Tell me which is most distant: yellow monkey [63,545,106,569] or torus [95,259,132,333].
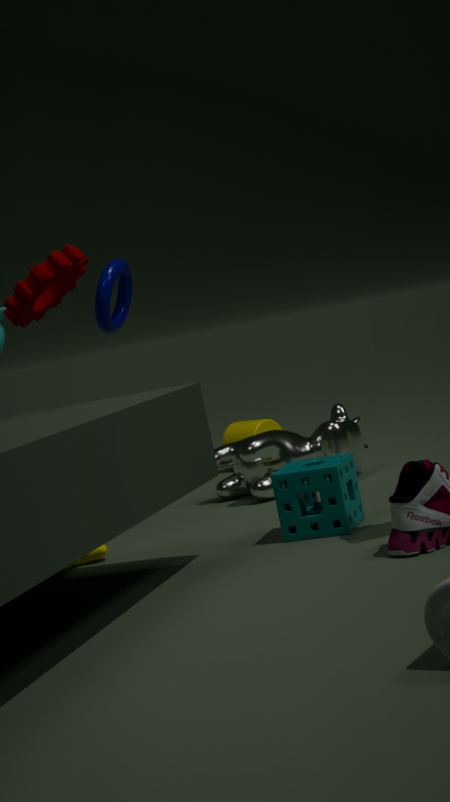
torus [95,259,132,333]
